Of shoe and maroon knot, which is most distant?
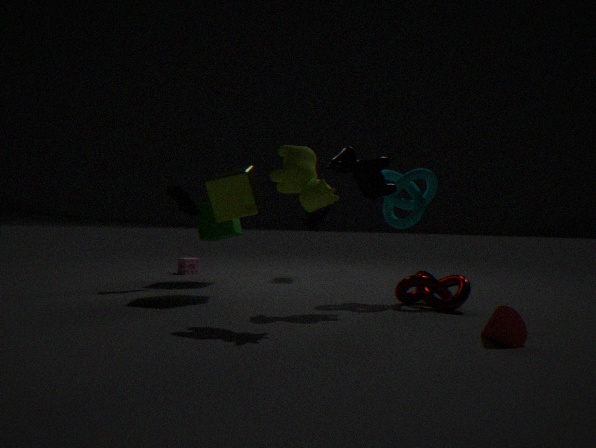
shoe
